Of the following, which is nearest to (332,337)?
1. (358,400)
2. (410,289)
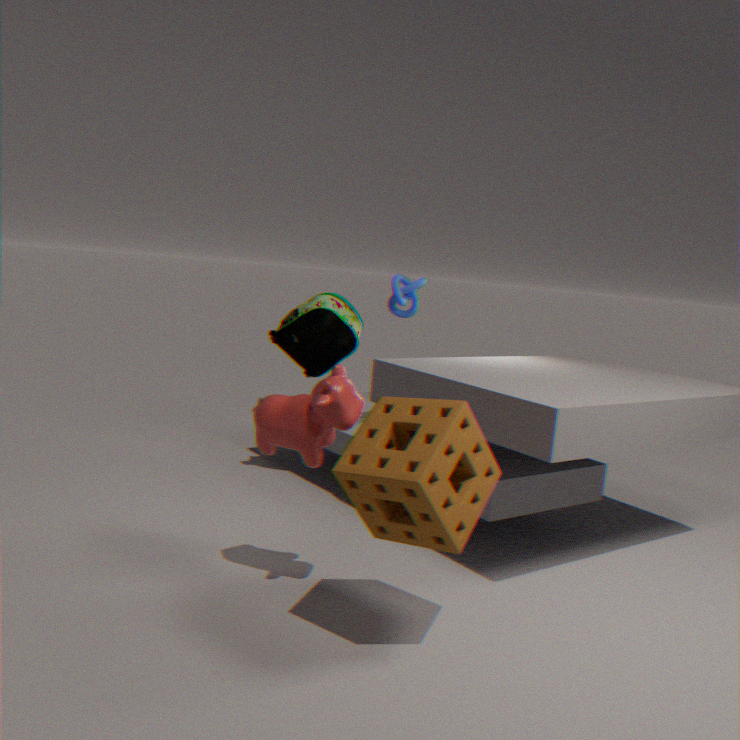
(410,289)
